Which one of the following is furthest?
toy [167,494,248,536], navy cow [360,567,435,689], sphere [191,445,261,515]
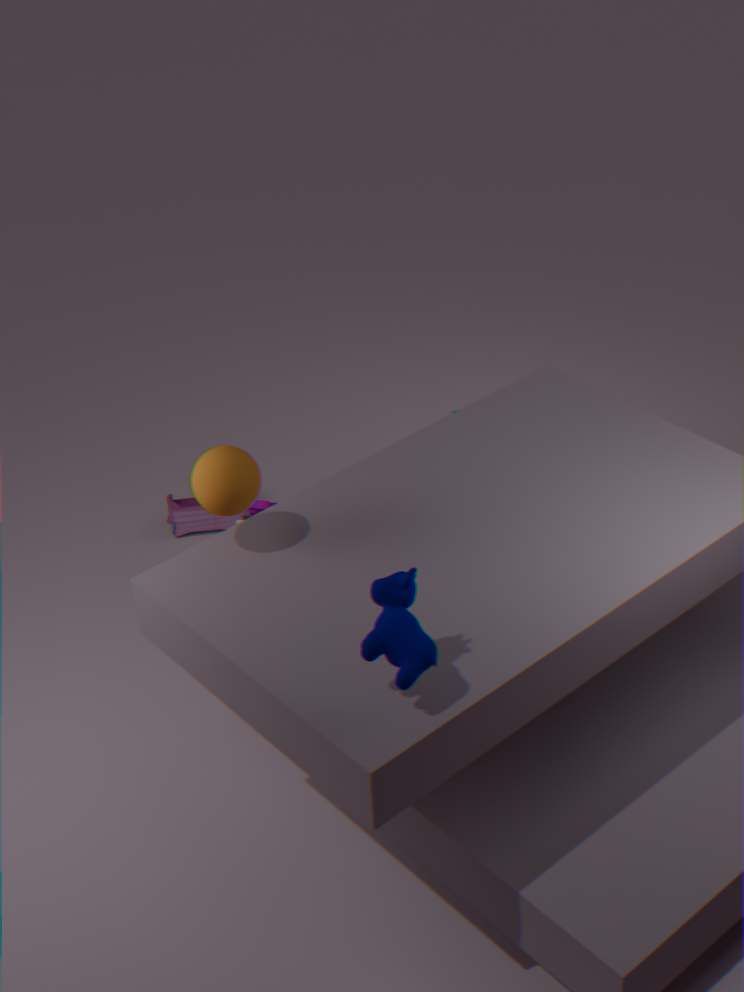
toy [167,494,248,536]
